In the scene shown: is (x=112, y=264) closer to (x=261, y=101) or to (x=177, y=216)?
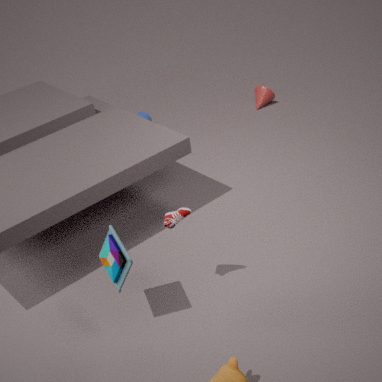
(x=177, y=216)
